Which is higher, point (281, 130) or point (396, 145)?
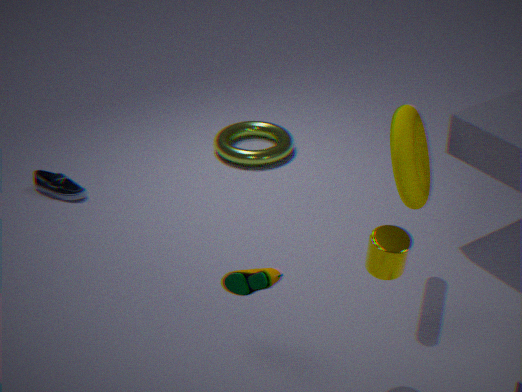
point (396, 145)
